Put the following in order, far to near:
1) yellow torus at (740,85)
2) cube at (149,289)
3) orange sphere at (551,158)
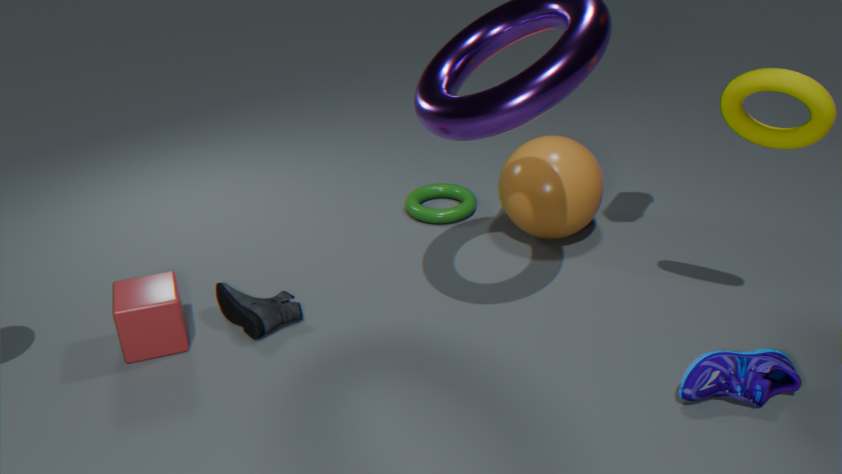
3. orange sphere at (551,158)
2. cube at (149,289)
1. yellow torus at (740,85)
